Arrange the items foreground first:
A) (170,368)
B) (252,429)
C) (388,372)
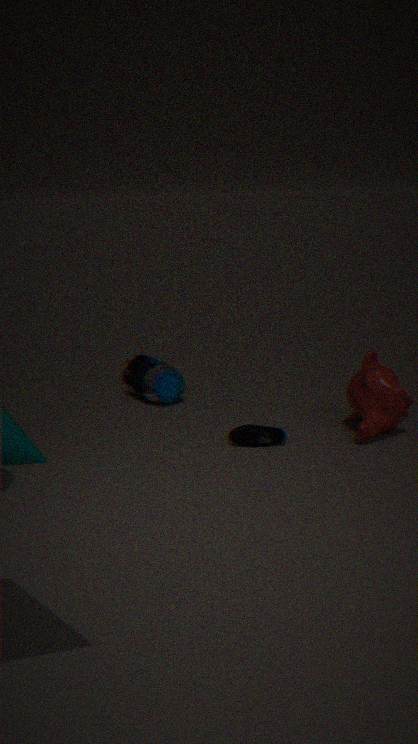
(252,429) → (388,372) → (170,368)
